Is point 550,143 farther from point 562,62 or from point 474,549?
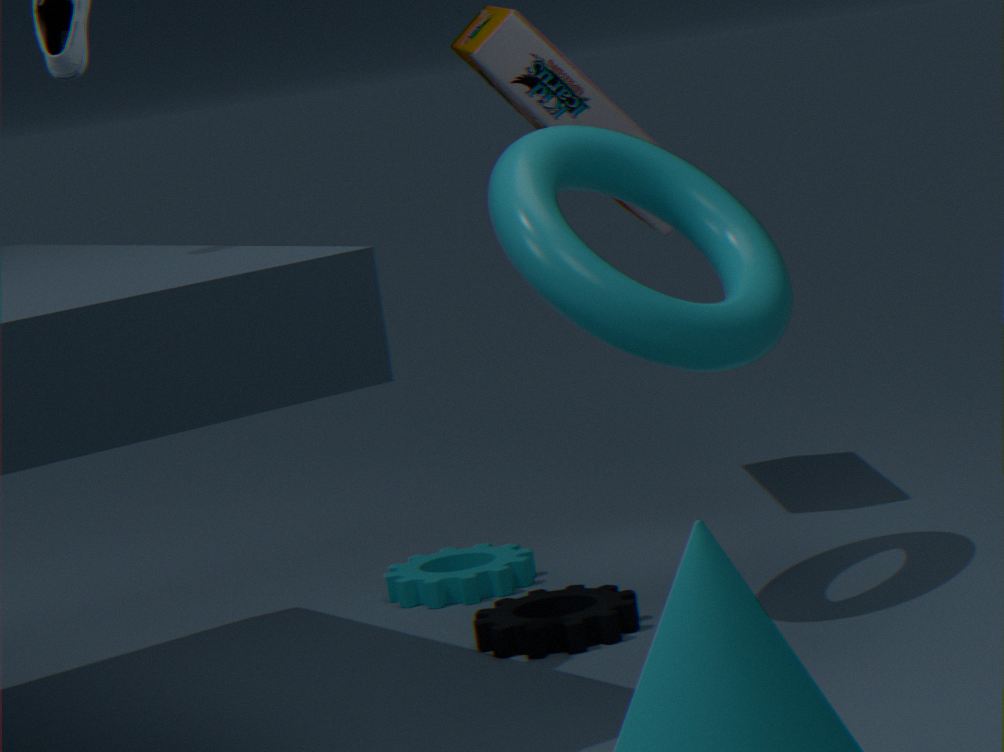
point 474,549
